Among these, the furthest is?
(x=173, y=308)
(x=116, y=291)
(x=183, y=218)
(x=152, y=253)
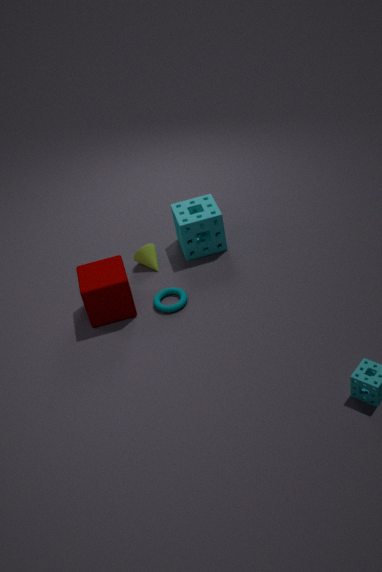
(x=152, y=253)
